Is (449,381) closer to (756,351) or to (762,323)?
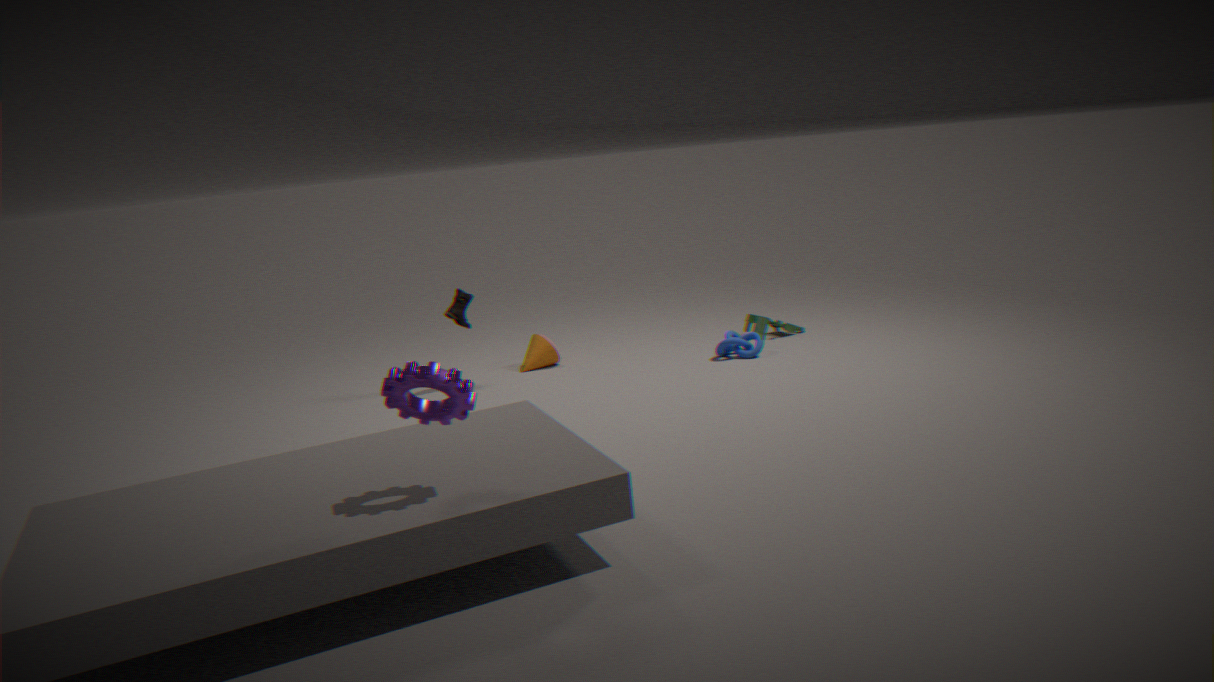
(756,351)
